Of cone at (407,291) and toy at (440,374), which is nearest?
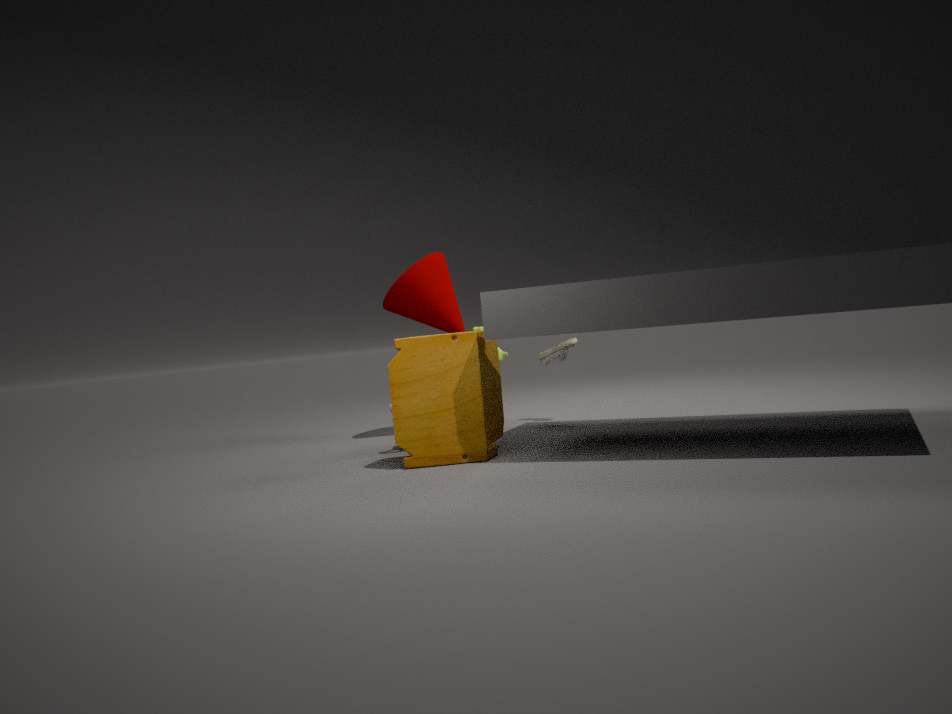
toy at (440,374)
